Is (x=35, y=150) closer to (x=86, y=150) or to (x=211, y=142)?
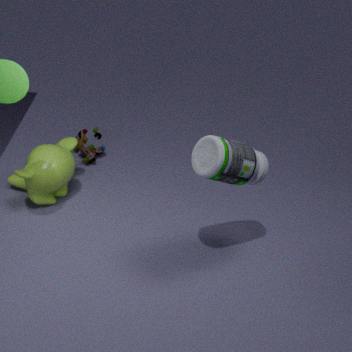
(x=86, y=150)
